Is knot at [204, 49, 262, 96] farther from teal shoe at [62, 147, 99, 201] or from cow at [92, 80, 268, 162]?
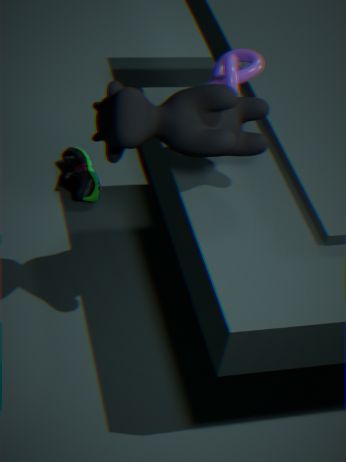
teal shoe at [62, 147, 99, 201]
